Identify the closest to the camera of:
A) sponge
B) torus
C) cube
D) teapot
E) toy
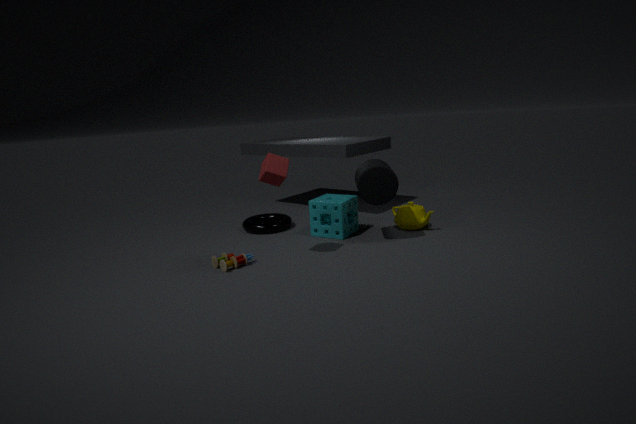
cube
